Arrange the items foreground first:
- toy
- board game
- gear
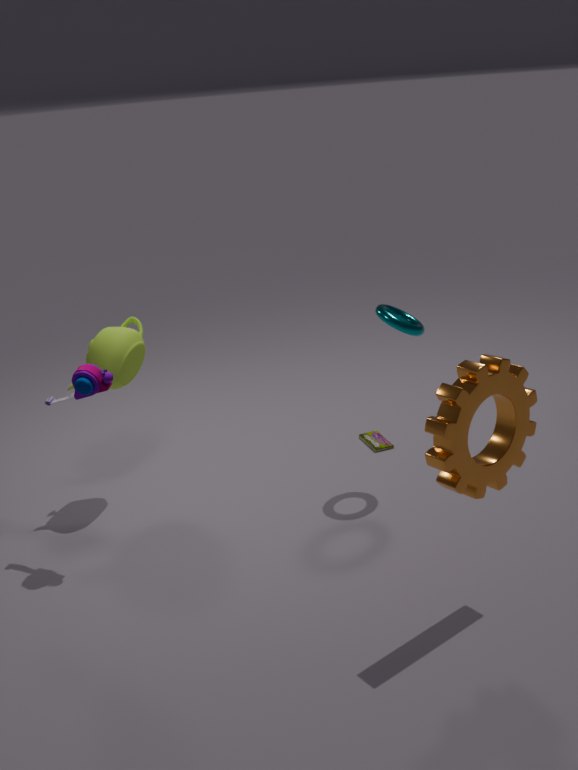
gear < toy < board game
